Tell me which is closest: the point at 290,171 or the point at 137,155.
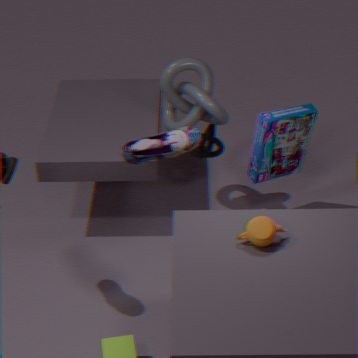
the point at 137,155
